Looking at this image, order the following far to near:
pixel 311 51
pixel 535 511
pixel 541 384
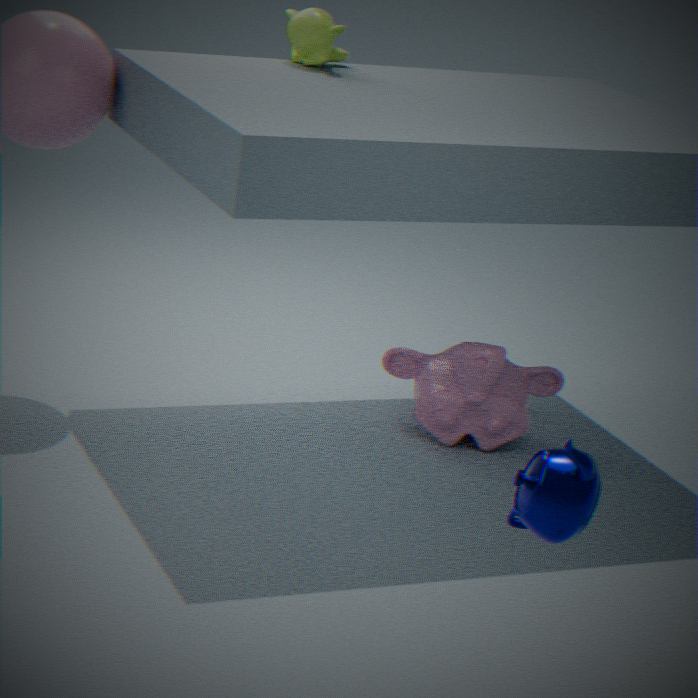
pixel 541 384 < pixel 311 51 < pixel 535 511
